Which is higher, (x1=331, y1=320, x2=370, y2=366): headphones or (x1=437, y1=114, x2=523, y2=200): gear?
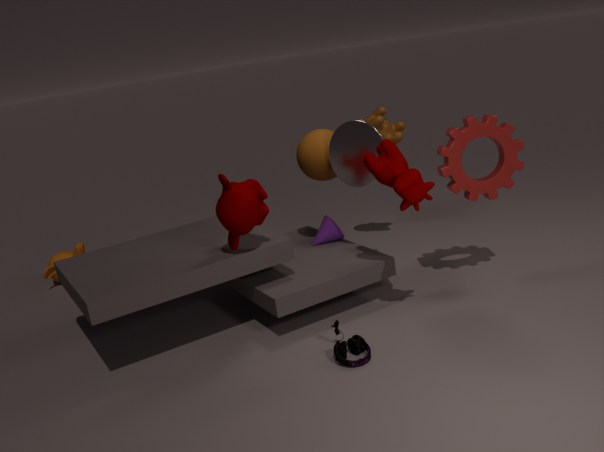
(x1=437, y1=114, x2=523, y2=200): gear
